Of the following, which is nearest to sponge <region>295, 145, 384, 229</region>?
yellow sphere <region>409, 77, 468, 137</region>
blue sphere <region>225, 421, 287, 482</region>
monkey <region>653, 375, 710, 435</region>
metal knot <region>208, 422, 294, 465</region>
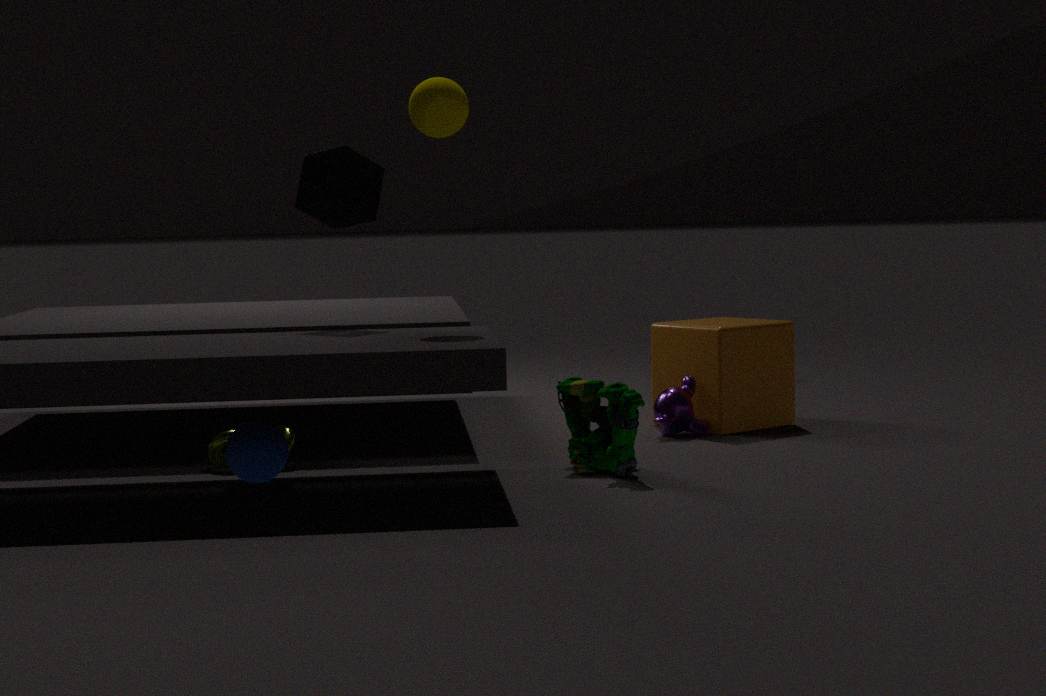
yellow sphere <region>409, 77, 468, 137</region>
